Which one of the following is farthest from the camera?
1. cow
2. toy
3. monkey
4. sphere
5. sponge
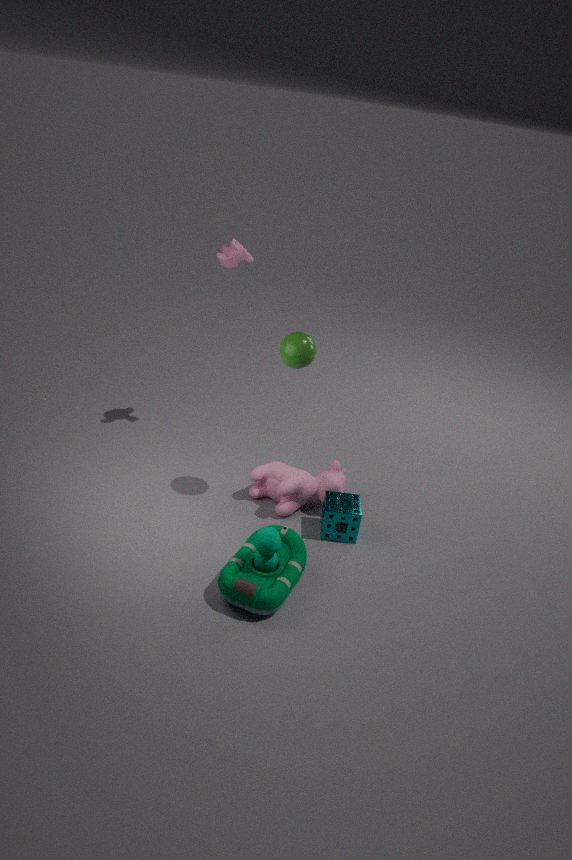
monkey
